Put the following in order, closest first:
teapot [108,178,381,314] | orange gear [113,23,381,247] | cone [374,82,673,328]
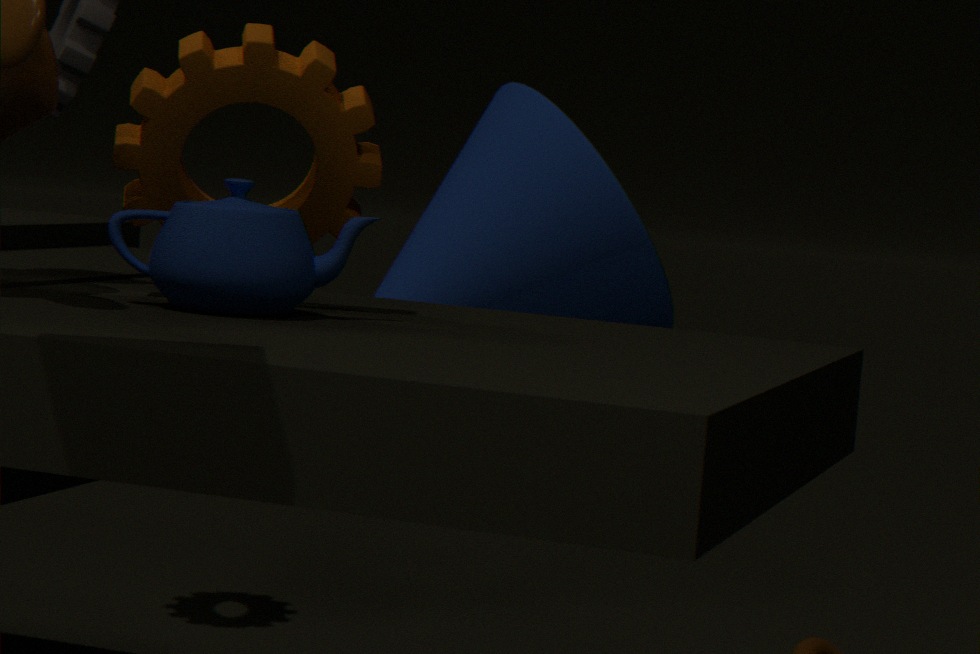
1. teapot [108,178,381,314]
2. orange gear [113,23,381,247]
3. cone [374,82,673,328]
